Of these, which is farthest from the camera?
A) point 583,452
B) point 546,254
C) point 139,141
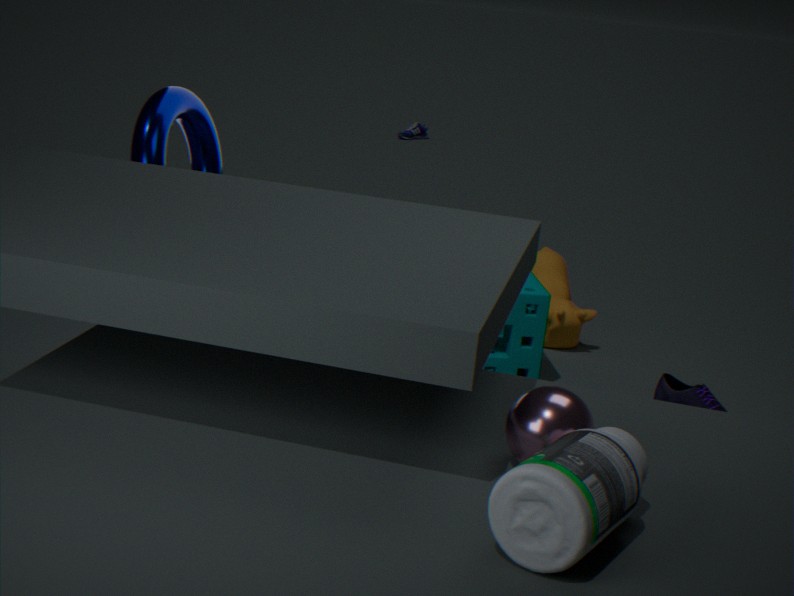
point 546,254
